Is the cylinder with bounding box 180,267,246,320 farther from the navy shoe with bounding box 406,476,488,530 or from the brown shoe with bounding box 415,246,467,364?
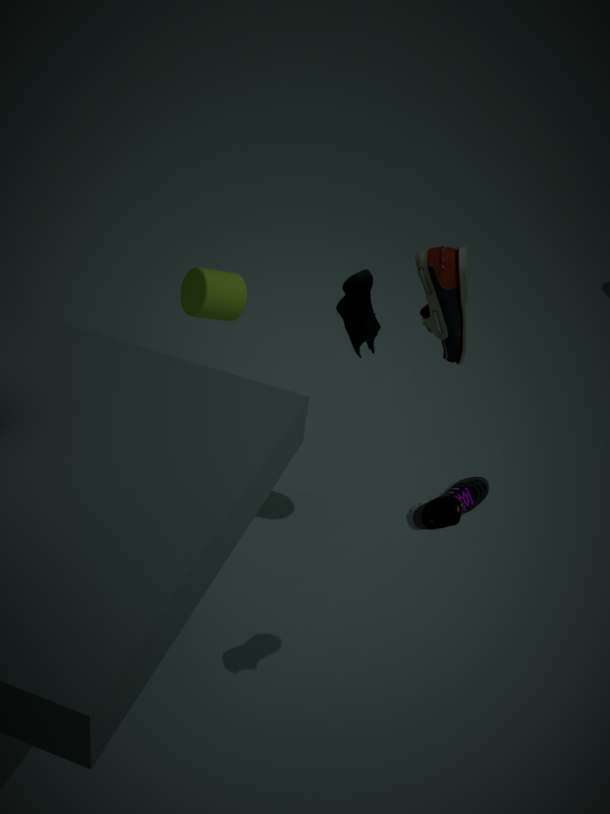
the navy shoe with bounding box 406,476,488,530
